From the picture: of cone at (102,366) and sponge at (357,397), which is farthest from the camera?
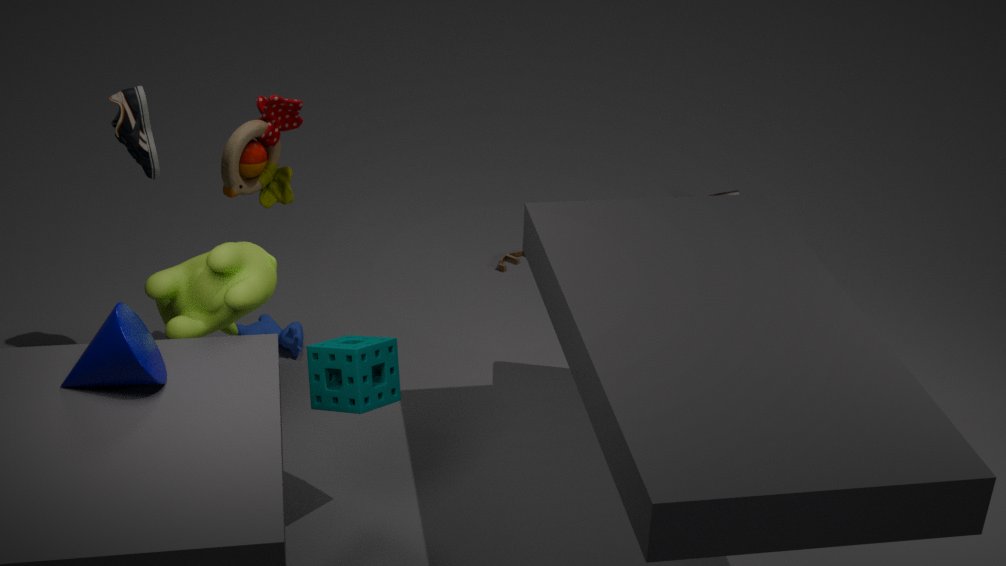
sponge at (357,397)
